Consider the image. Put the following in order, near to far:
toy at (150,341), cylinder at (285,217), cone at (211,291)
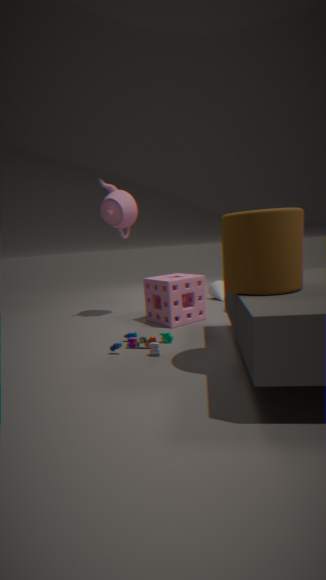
cylinder at (285,217)
toy at (150,341)
cone at (211,291)
